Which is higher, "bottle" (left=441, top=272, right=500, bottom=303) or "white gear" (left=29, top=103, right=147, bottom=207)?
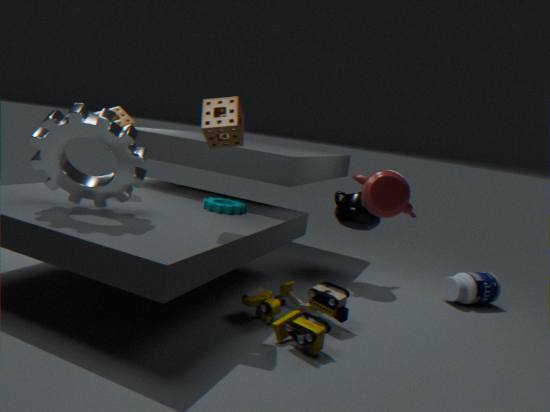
"white gear" (left=29, top=103, right=147, bottom=207)
